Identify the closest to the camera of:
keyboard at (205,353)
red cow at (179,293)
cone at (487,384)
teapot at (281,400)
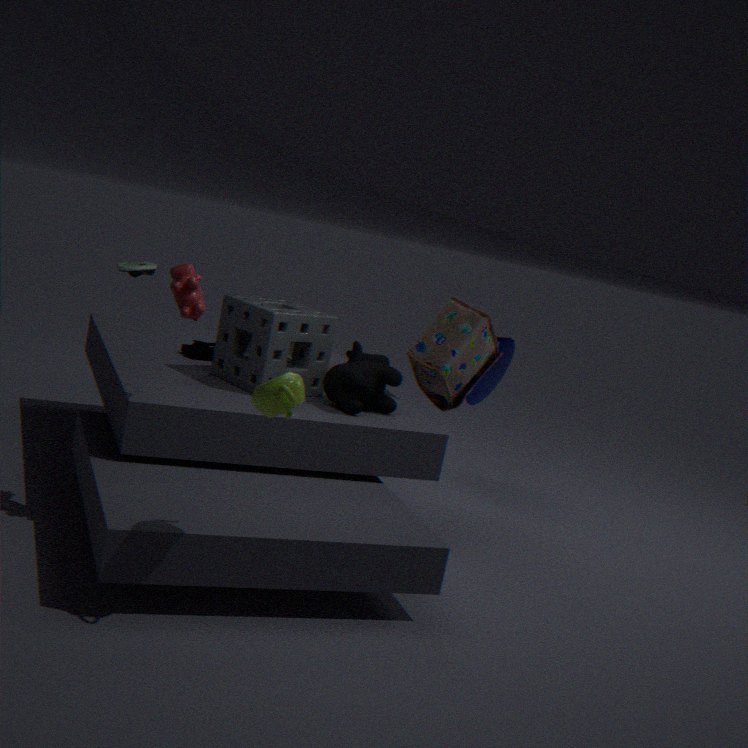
teapot at (281,400)
